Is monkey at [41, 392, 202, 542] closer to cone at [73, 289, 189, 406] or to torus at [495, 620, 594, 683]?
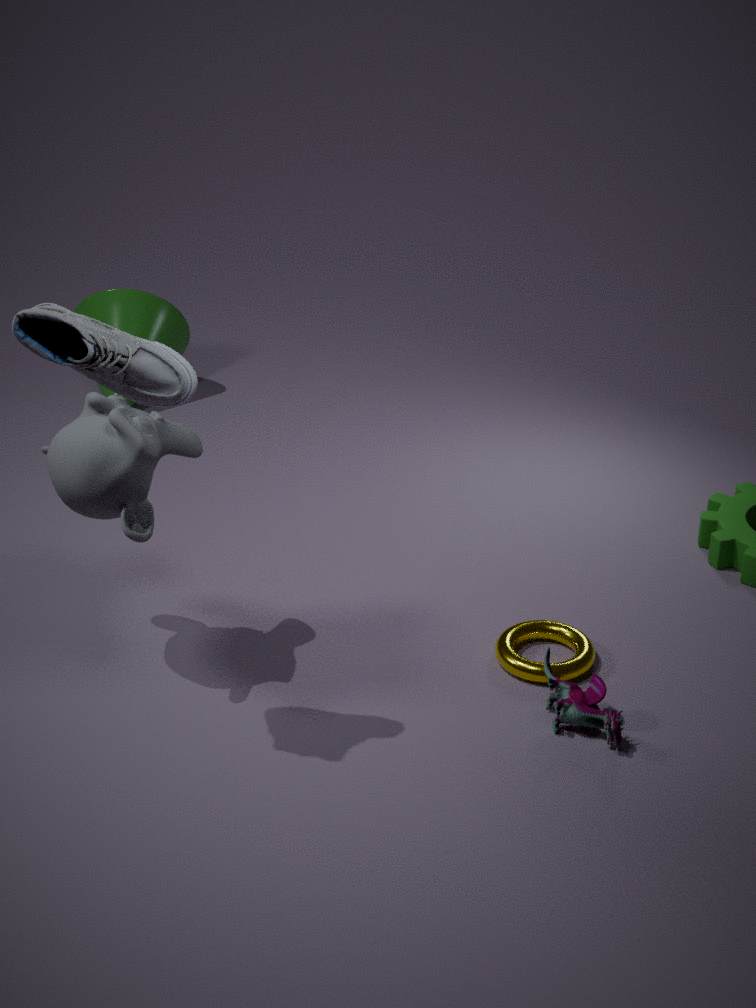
torus at [495, 620, 594, 683]
